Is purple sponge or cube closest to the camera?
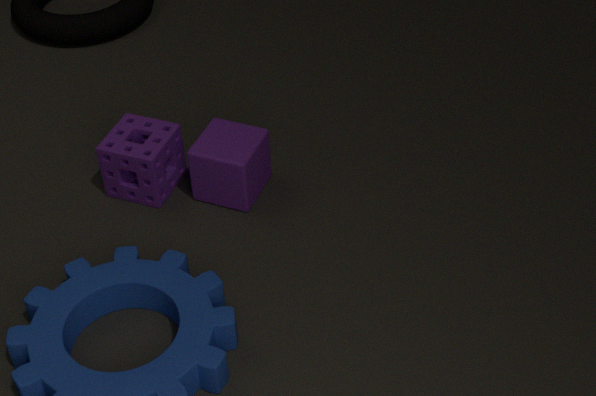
cube
